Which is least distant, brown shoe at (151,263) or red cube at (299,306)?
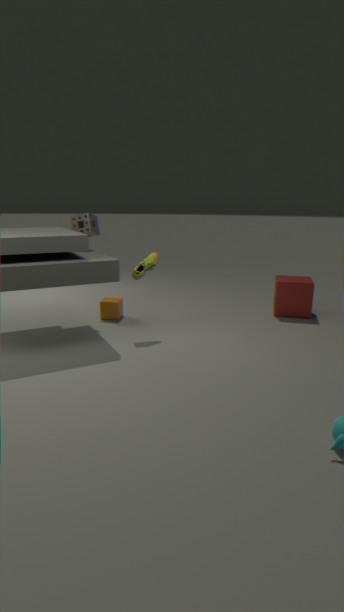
brown shoe at (151,263)
